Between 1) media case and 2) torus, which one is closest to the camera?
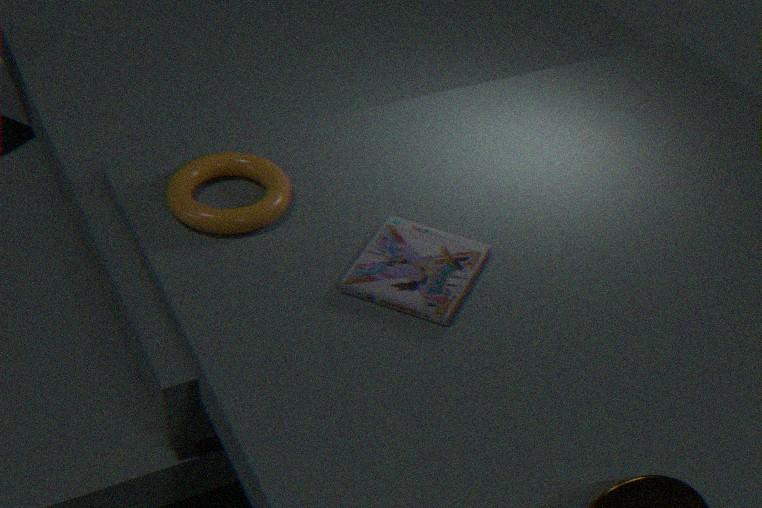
1. media case
